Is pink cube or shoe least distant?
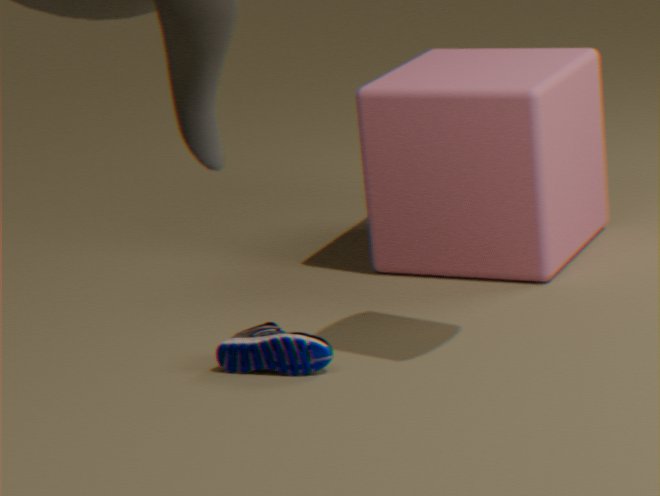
shoe
